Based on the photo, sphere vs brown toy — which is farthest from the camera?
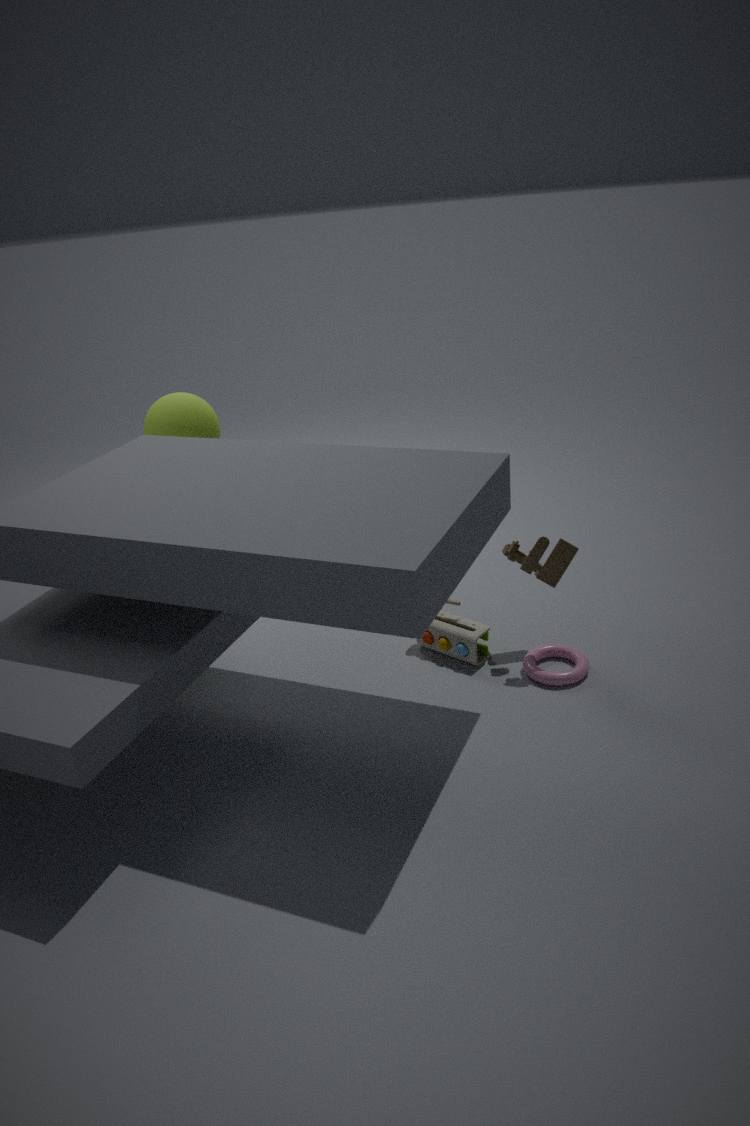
sphere
